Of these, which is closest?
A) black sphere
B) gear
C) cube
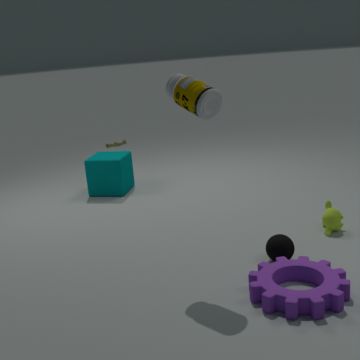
gear
